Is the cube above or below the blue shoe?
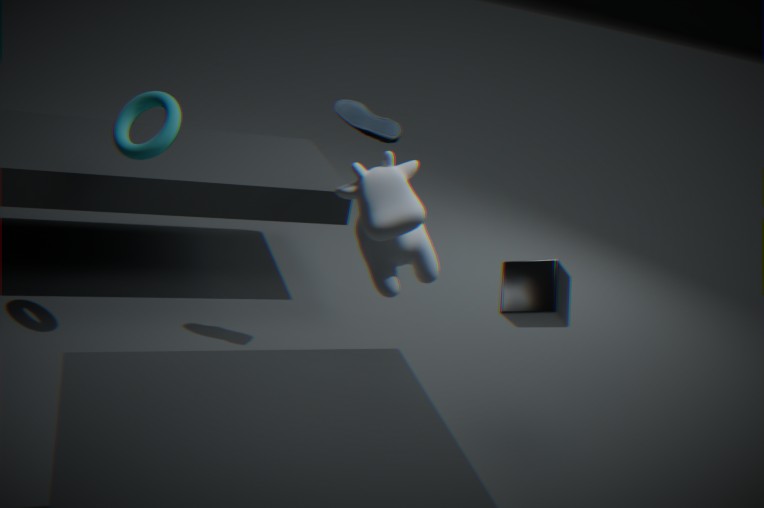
below
